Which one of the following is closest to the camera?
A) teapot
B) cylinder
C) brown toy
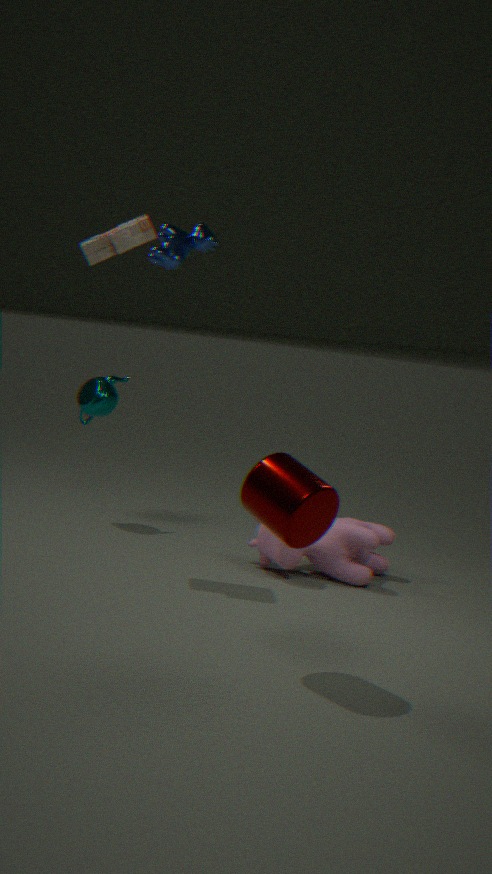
cylinder
